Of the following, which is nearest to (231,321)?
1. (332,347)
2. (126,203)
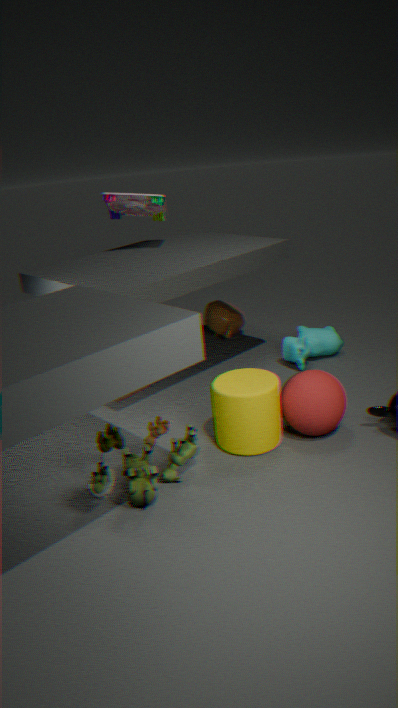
(332,347)
